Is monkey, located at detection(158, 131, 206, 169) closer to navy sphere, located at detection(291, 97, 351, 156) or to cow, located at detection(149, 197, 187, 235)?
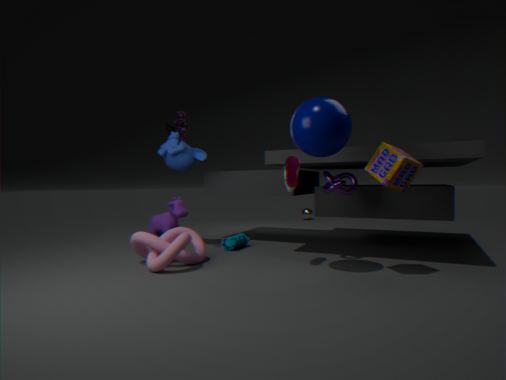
cow, located at detection(149, 197, 187, 235)
